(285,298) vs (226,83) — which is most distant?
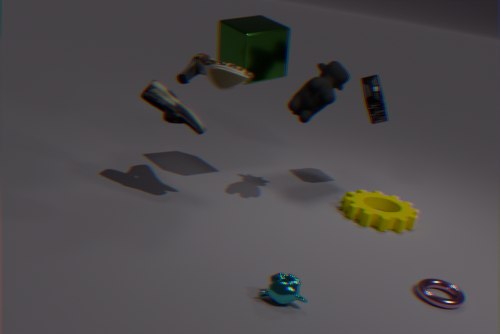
(226,83)
